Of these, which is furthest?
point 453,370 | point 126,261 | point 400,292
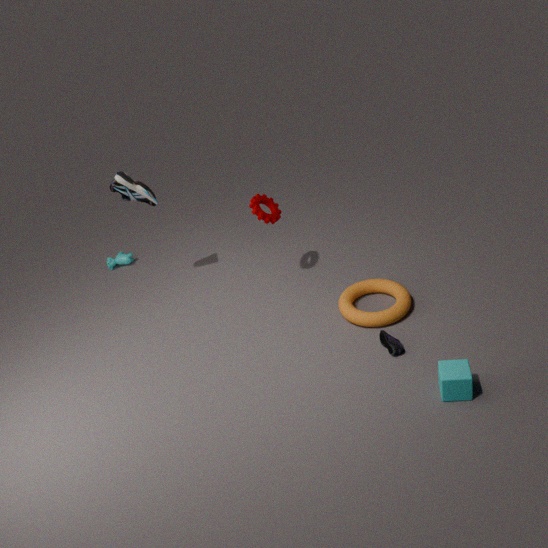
point 126,261
